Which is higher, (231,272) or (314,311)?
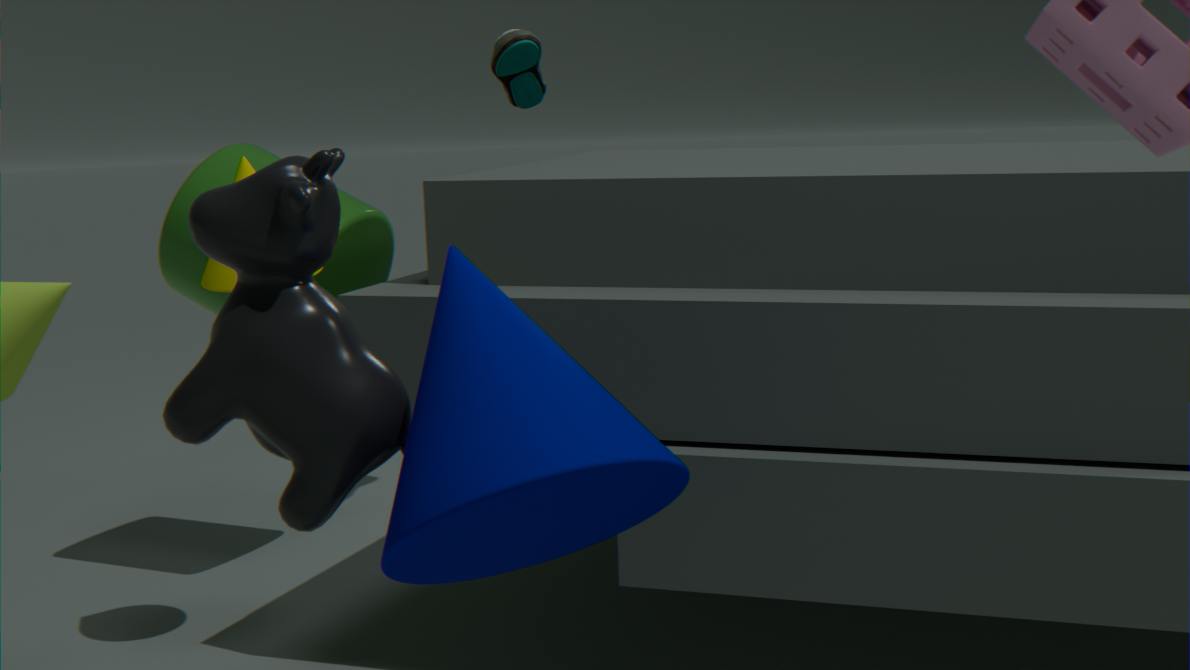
(231,272)
